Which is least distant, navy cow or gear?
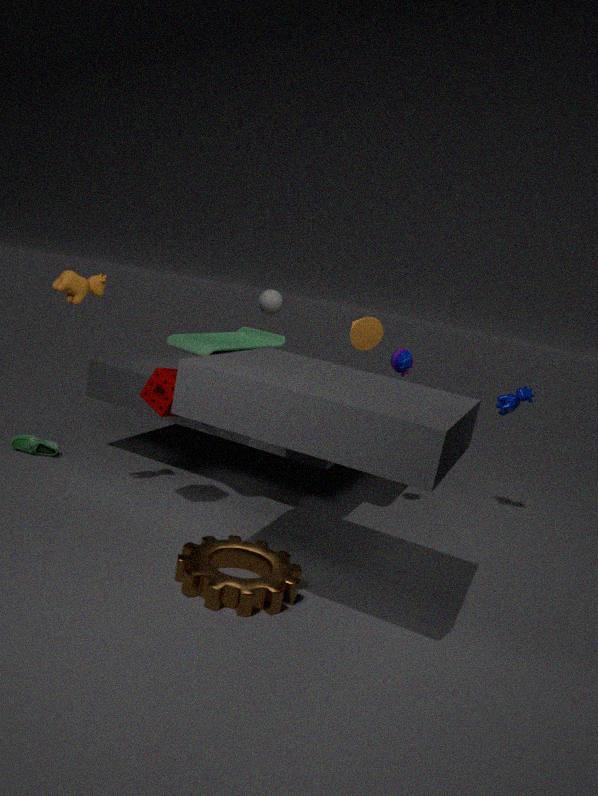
gear
